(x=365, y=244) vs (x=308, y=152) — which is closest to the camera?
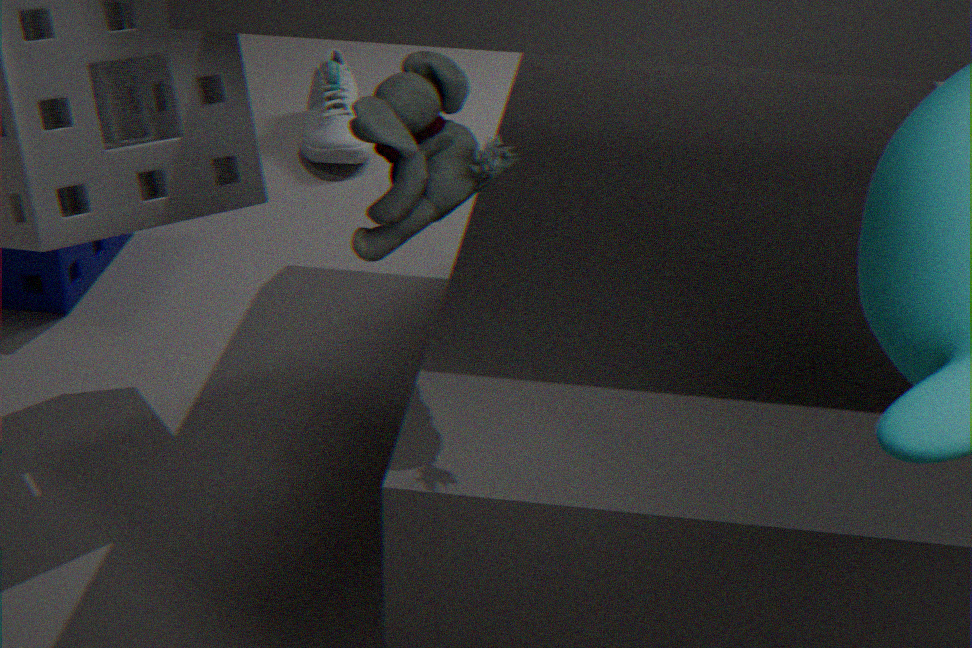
(x=365, y=244)
